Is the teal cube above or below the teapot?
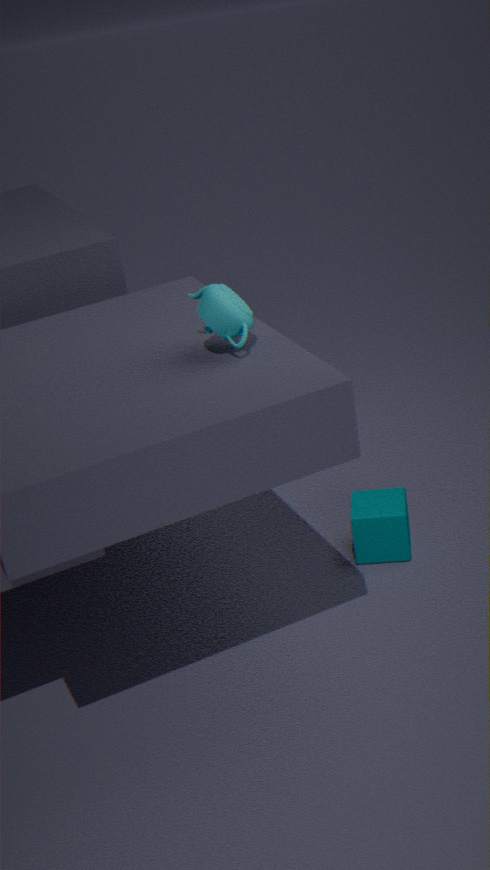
below
